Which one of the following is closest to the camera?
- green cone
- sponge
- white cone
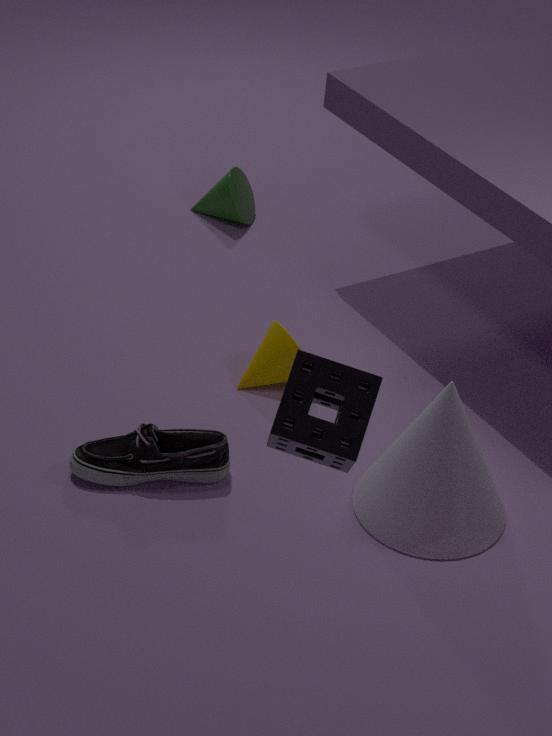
sponge
